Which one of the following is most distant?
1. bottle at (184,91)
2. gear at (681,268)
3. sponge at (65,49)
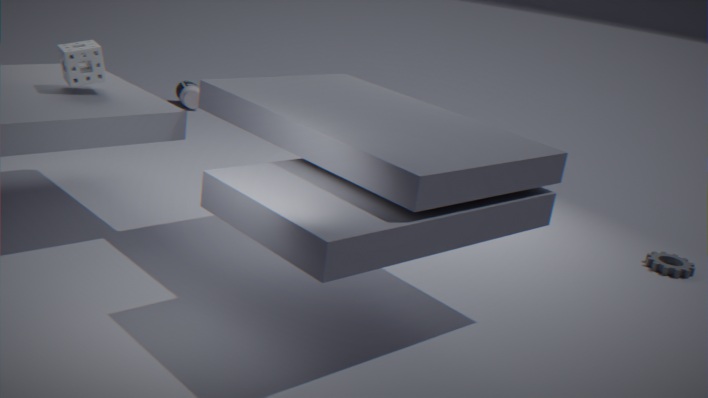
bottle at (184,91)
